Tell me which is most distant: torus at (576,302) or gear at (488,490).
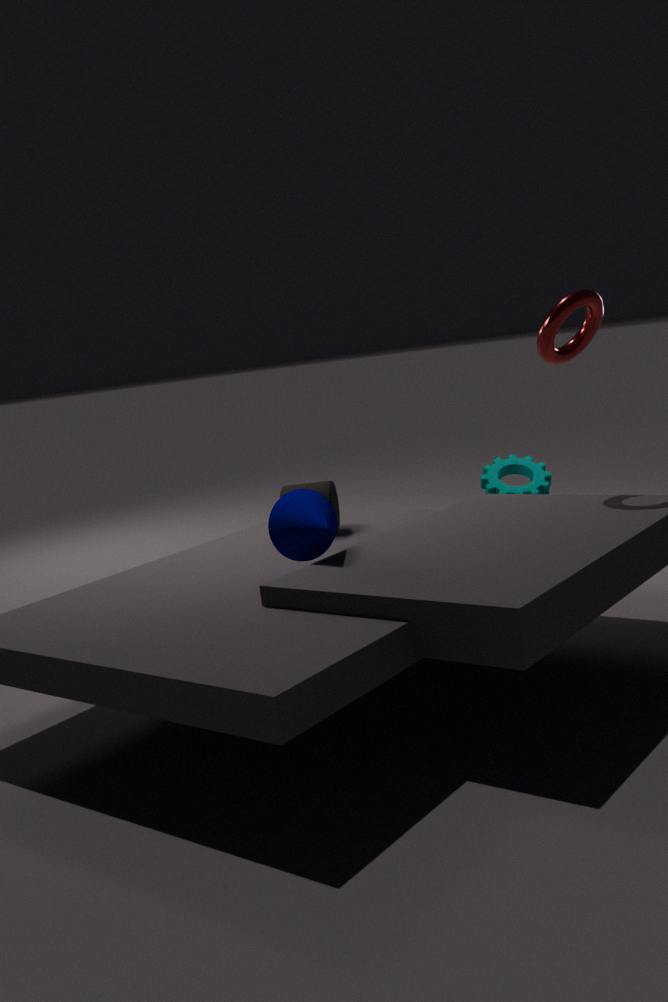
gear at (488,490)
